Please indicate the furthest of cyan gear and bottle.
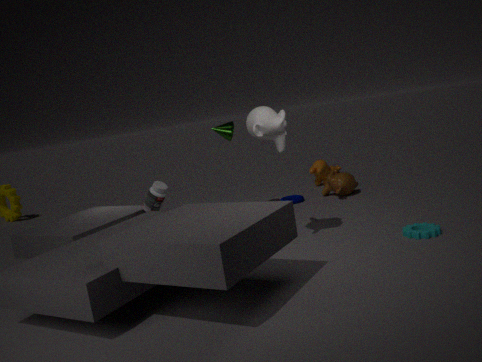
bottle
